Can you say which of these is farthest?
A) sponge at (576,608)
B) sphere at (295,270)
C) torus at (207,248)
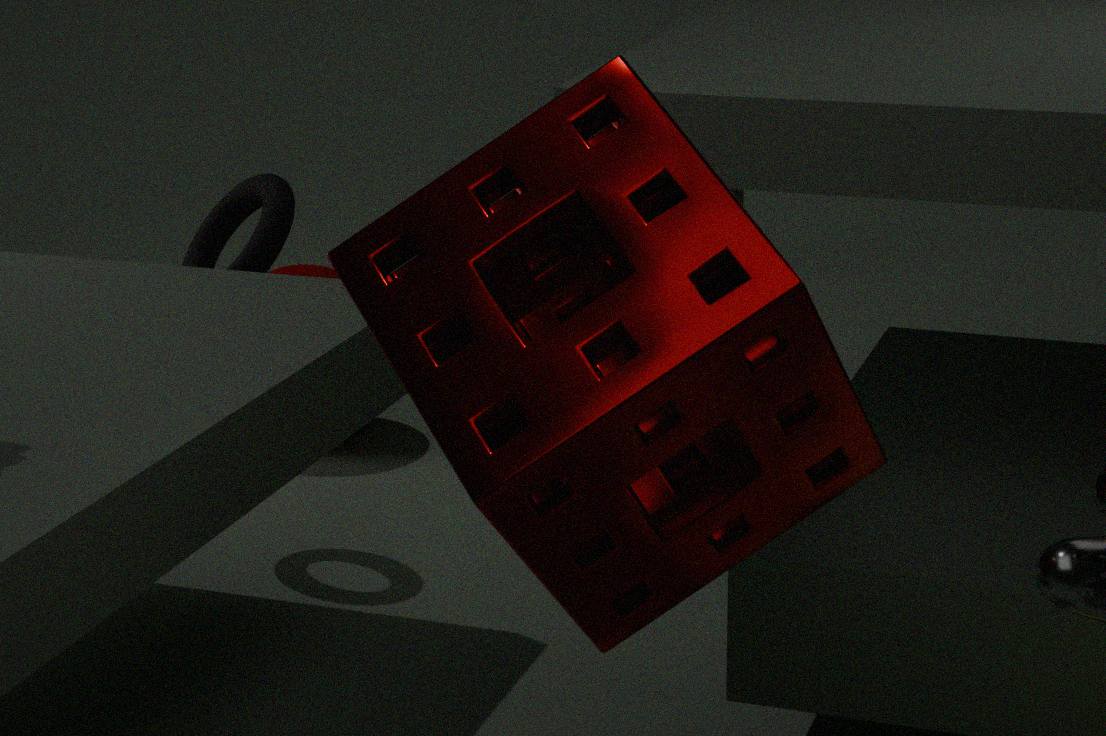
sphere at (295,270)
